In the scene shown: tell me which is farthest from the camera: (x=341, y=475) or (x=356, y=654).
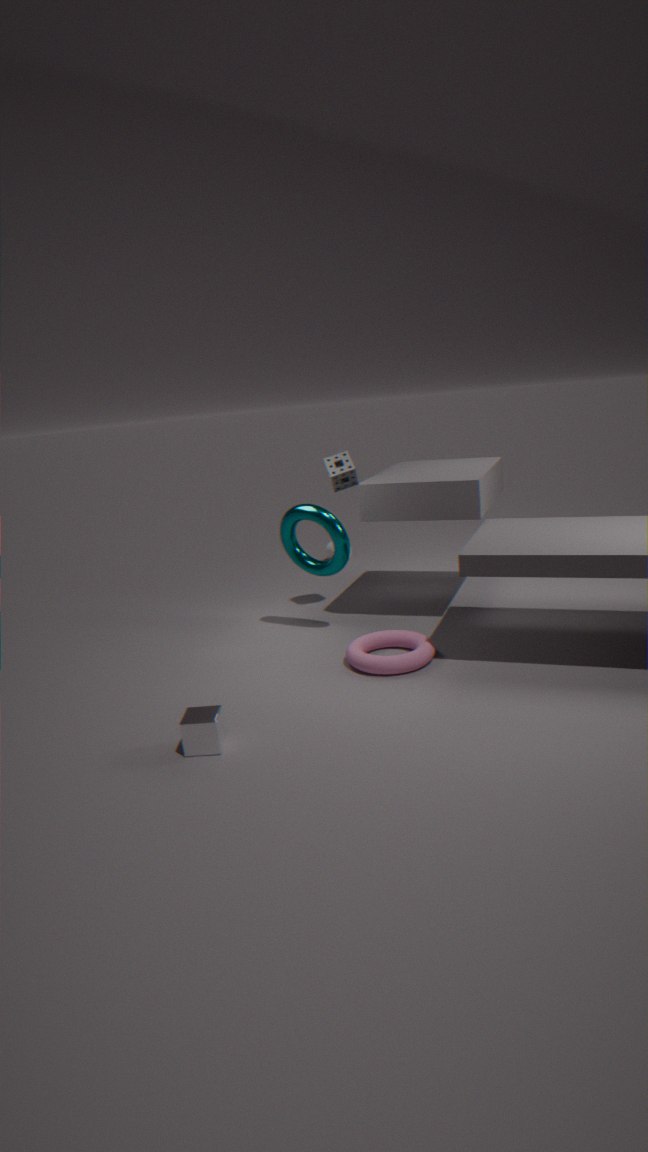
(x=341, y=475)
